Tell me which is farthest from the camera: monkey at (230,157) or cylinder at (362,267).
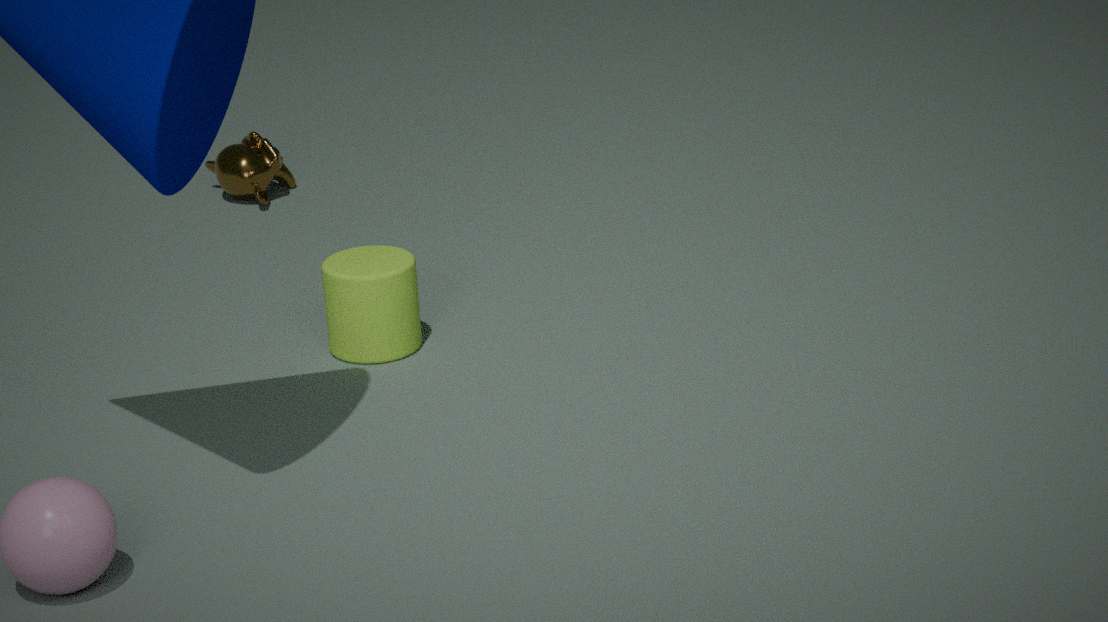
monkey at (230,157)
